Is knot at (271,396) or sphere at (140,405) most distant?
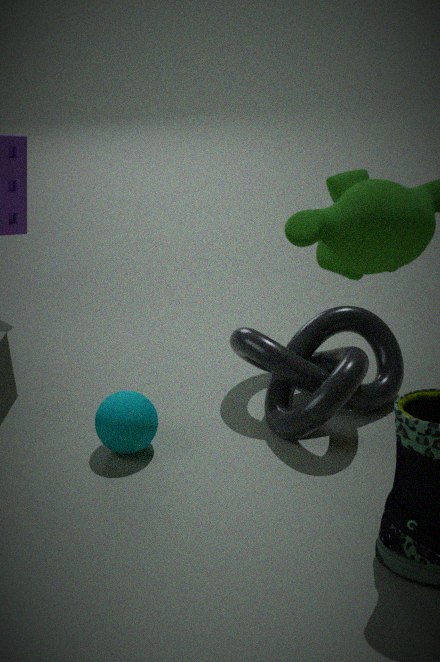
sphere at (140,405)
